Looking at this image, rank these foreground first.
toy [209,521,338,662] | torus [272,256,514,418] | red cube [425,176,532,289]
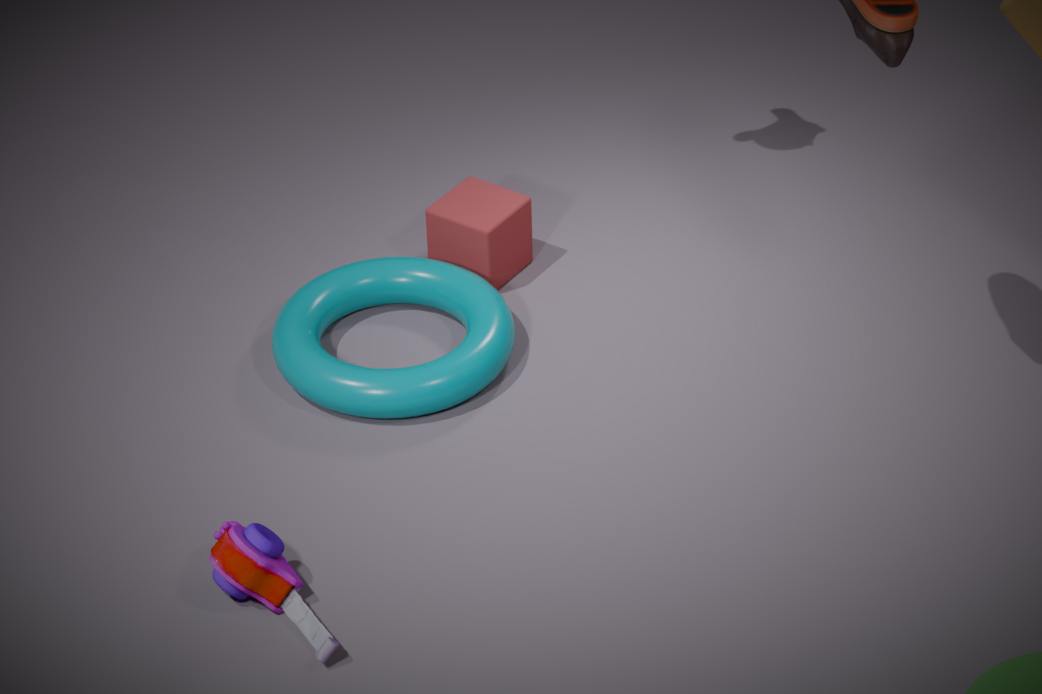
toy [209,521,338,662], torus [272,256,514,418], red cube [425,176,532,289]
